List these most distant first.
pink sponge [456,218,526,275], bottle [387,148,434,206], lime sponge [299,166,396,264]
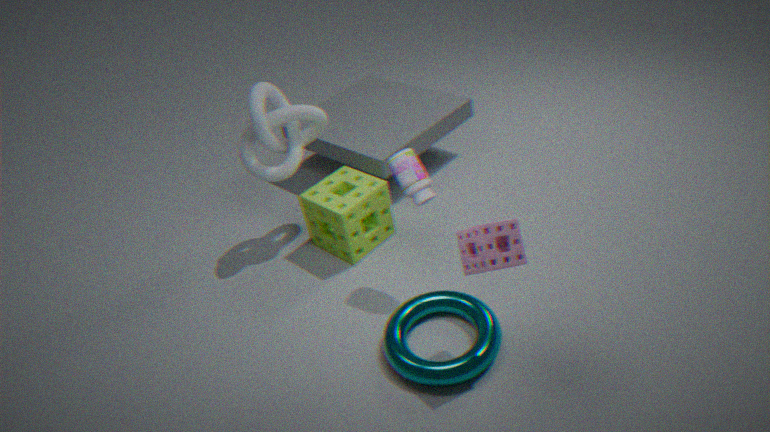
lime sponge [299,166,396,264] → bottle [387,148,434,206] → pink sponge [456,218,526,275]
